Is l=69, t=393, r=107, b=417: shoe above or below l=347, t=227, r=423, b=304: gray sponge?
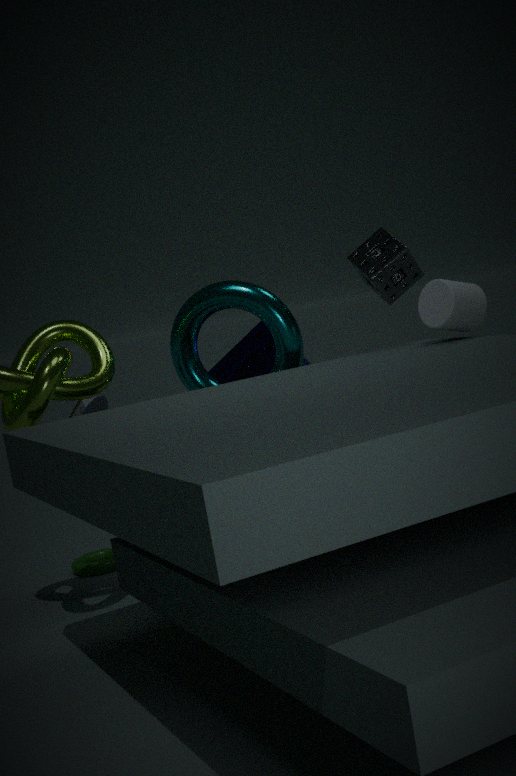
below
